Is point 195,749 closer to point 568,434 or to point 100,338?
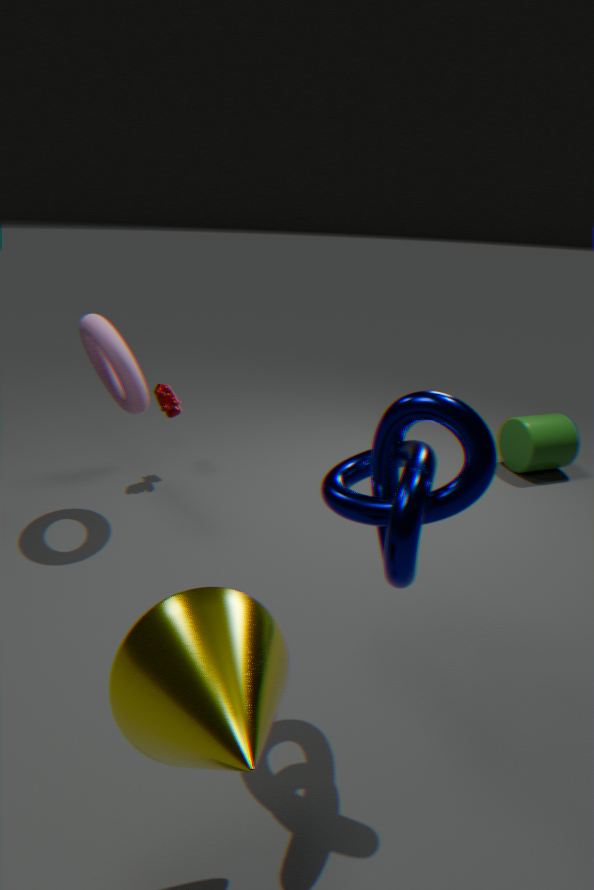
point 100,338
